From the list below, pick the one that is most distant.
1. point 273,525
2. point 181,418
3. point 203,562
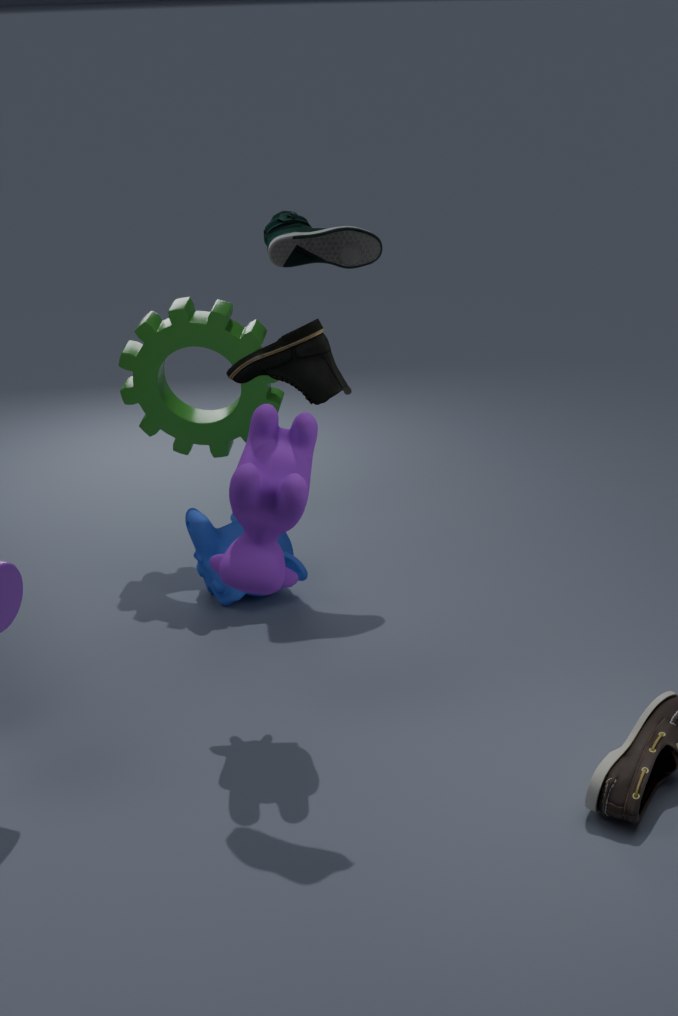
point 181,418
